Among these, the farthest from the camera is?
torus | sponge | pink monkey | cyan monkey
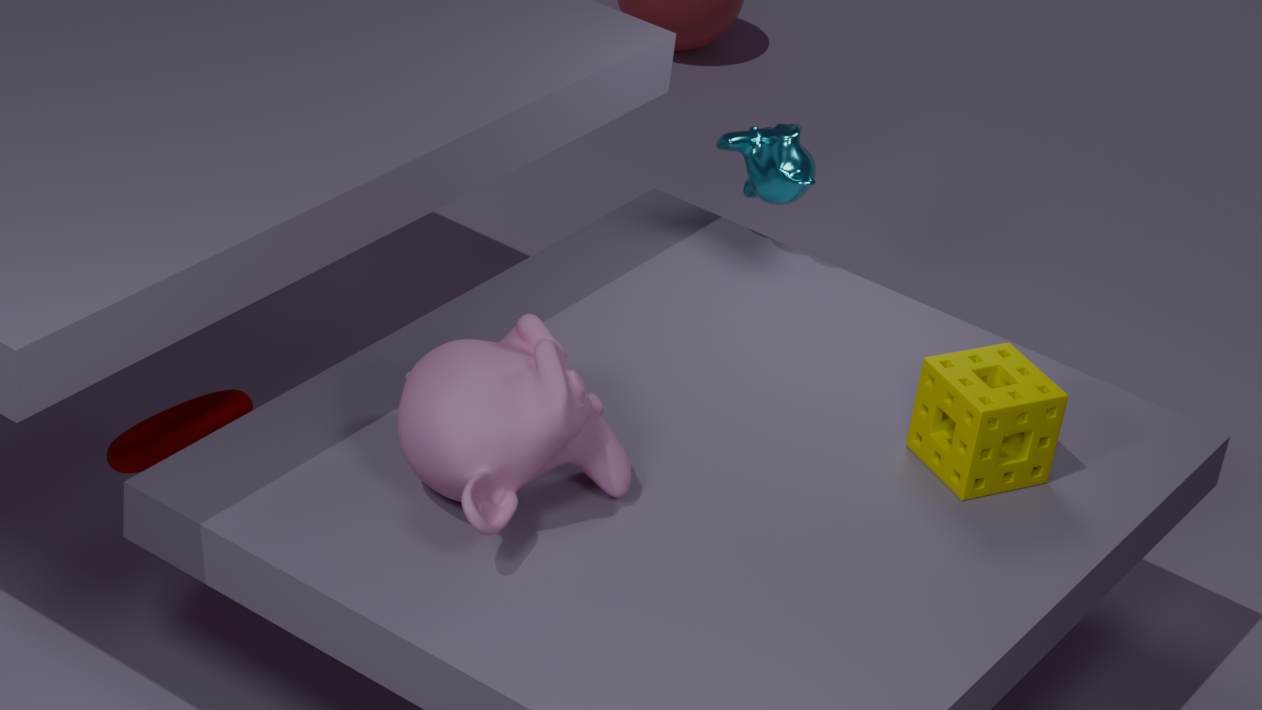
cyan monkey
